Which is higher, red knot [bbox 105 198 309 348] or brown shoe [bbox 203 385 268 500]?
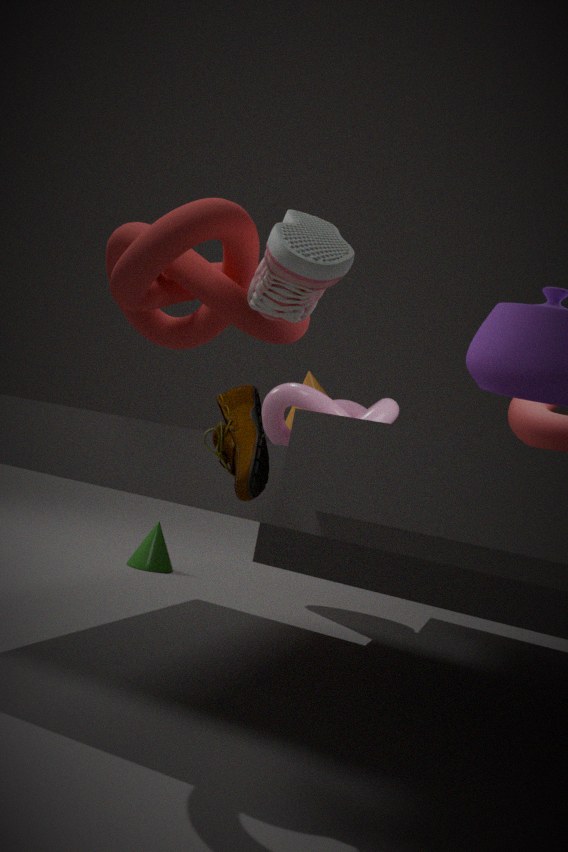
red knot [bbox 105 198 309 348]
